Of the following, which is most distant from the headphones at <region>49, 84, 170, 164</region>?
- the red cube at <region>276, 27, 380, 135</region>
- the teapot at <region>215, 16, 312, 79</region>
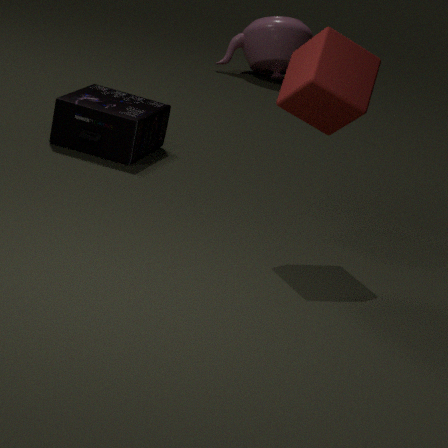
the teapot at <region>215, 16, 312, 79</region>
